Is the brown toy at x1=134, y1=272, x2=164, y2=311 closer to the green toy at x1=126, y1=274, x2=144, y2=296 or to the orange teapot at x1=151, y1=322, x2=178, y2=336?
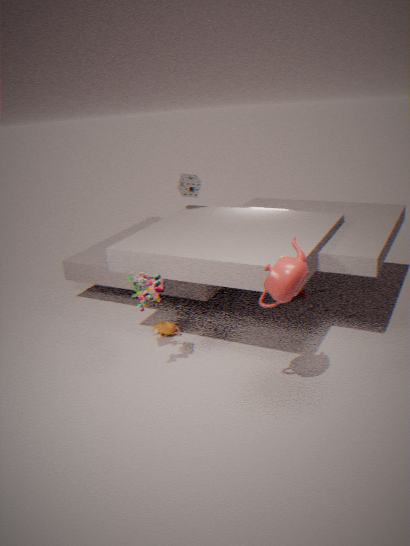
the green toy at x1=126, y1=274, x2=144, y2=296
